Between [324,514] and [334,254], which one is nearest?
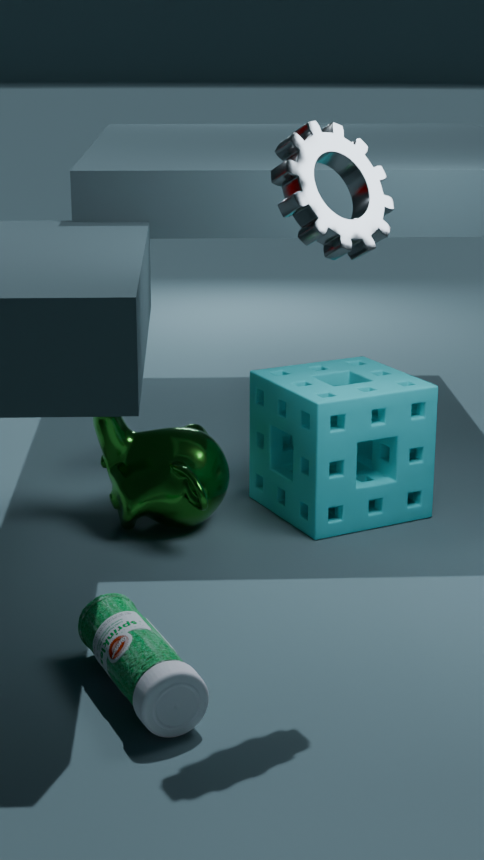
[334,254]
